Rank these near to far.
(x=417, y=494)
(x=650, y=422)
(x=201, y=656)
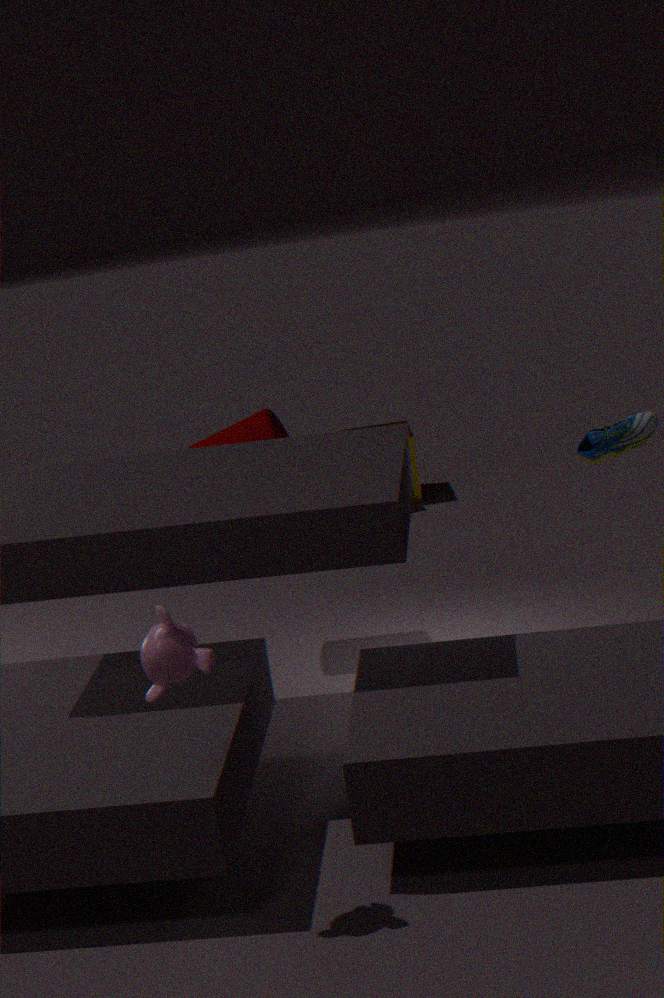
(x=201, y=656) → (x=650, y=422) → (x=417, y=494)
